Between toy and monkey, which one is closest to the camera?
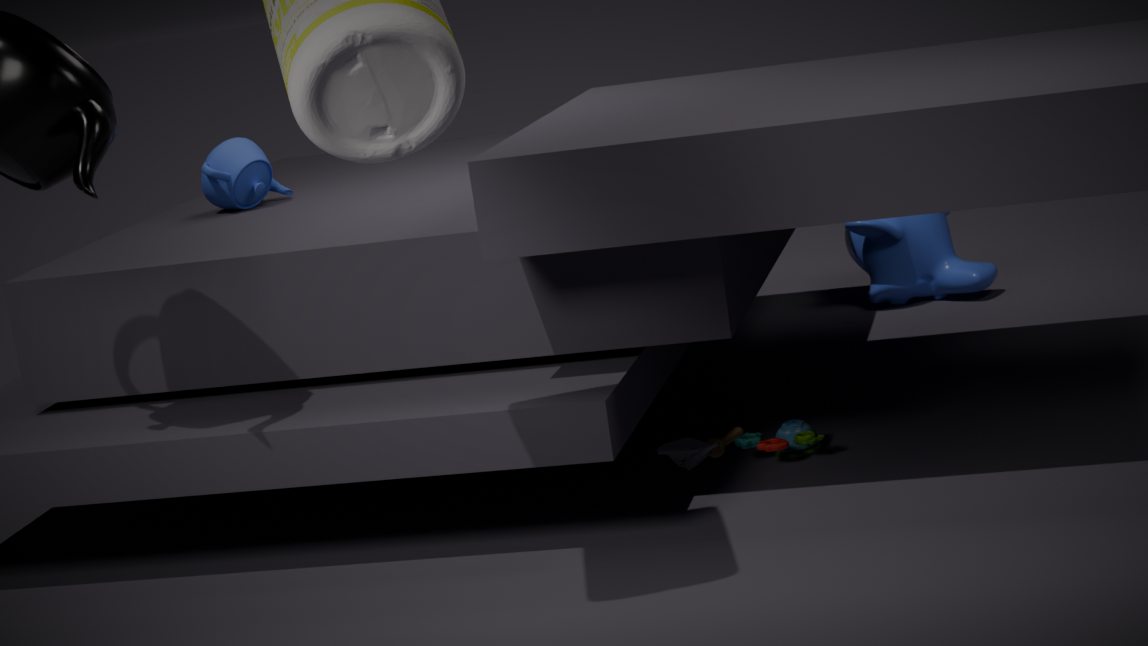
toy
